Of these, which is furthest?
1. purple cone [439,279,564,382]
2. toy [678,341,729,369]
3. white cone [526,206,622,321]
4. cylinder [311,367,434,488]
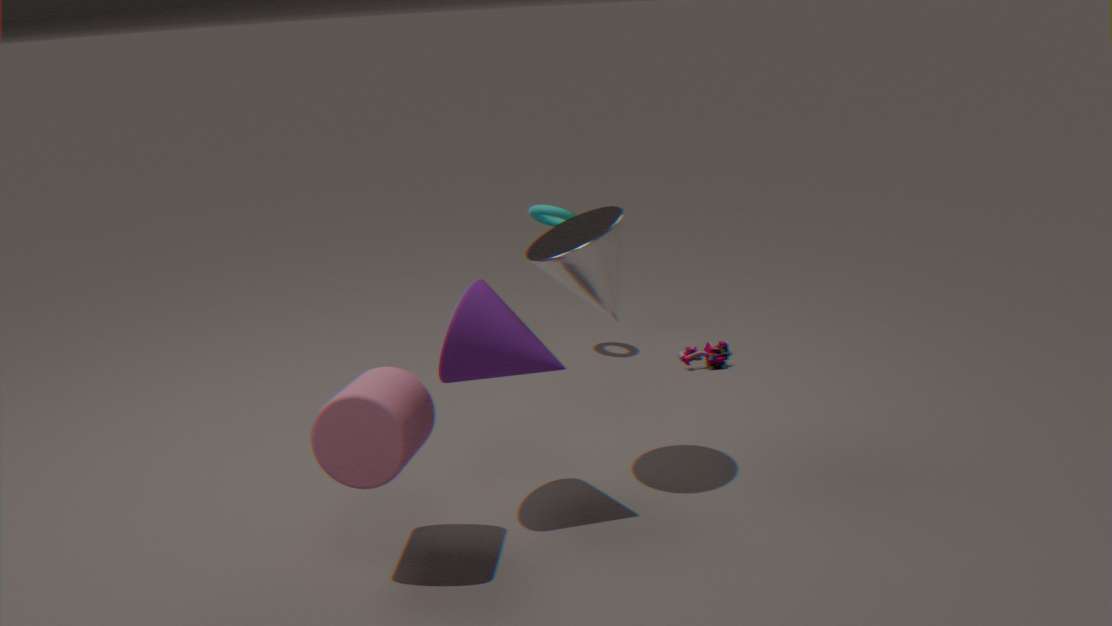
toy [678,341,729,369]
